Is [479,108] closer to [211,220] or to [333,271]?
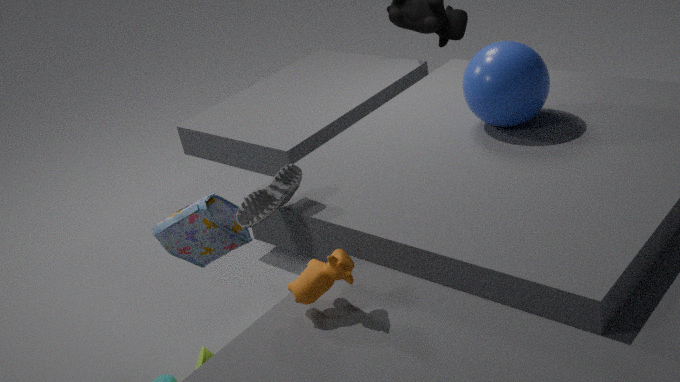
[333,271]
